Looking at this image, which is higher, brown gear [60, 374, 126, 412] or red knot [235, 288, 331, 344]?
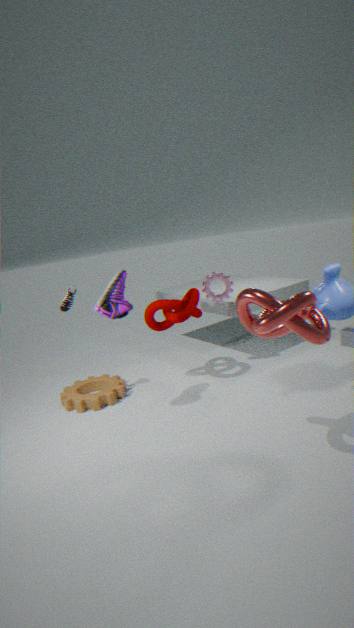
red knot [235, 288, 331, 344]
